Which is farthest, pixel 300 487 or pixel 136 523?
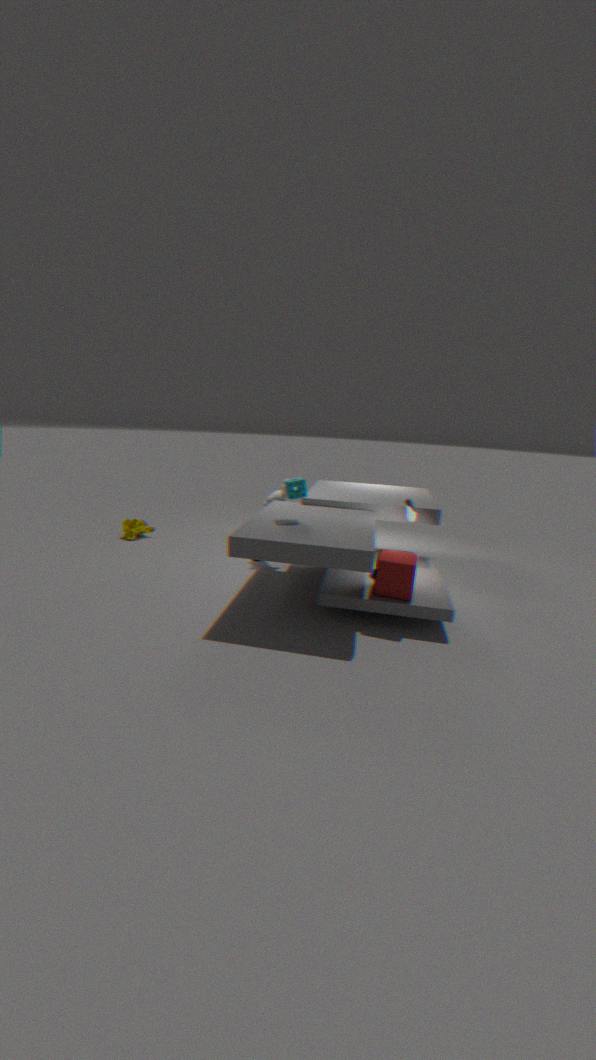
pixel 136 523
